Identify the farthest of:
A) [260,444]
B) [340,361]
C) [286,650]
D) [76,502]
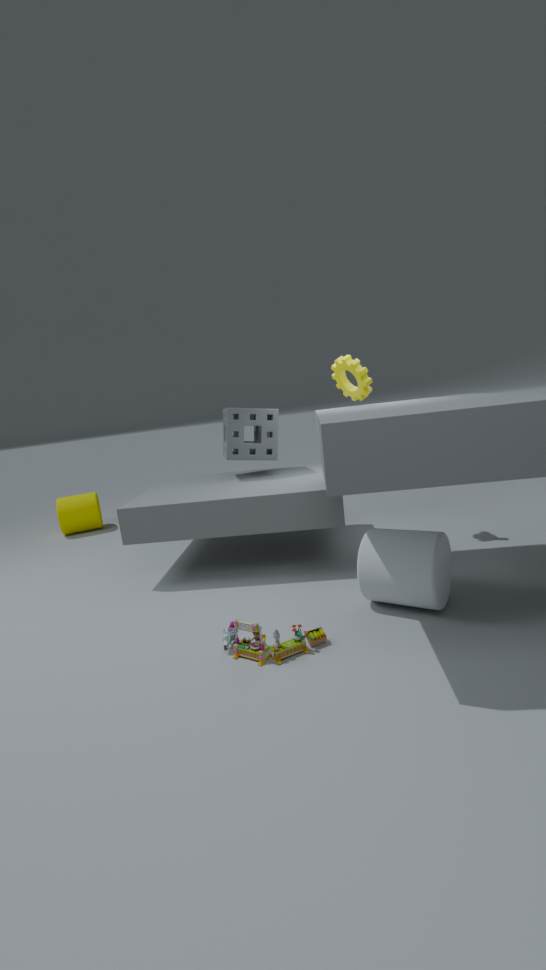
[76,502]
